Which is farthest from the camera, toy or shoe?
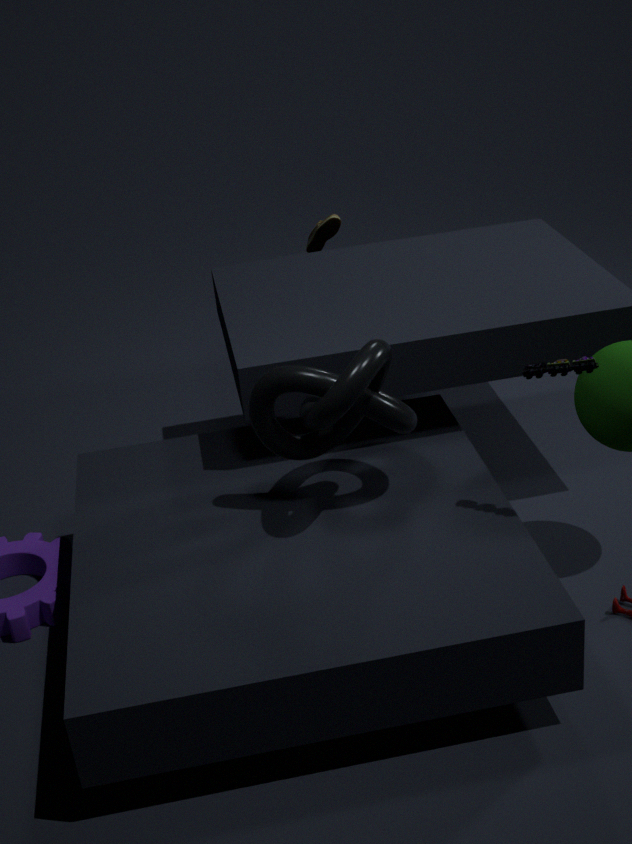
shoe
